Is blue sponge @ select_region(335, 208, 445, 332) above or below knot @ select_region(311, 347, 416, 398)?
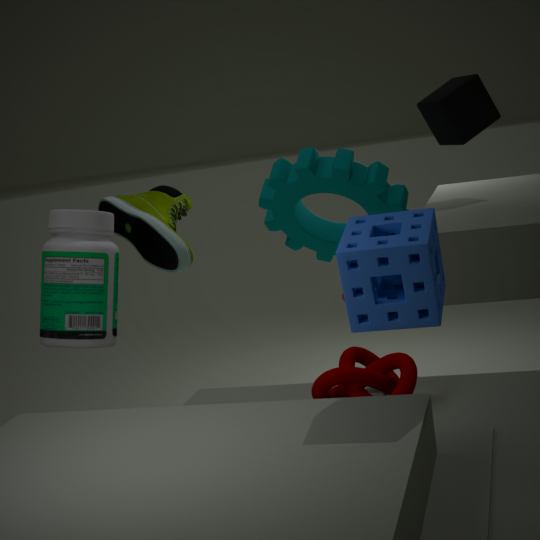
above
